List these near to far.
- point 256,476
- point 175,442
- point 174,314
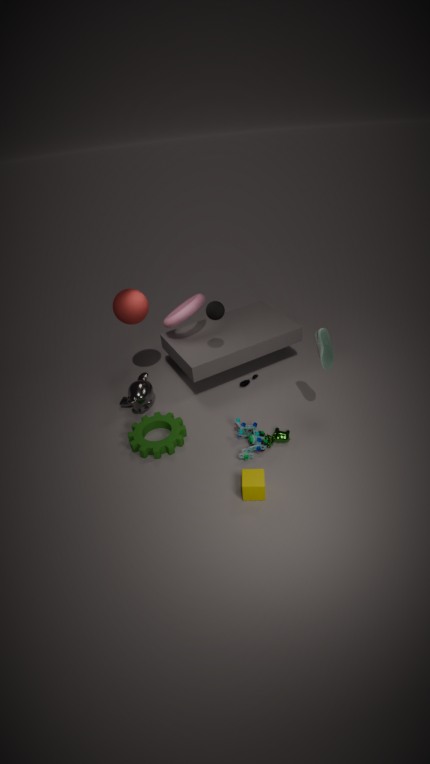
point 256,476
point 175,442
point 174,314
